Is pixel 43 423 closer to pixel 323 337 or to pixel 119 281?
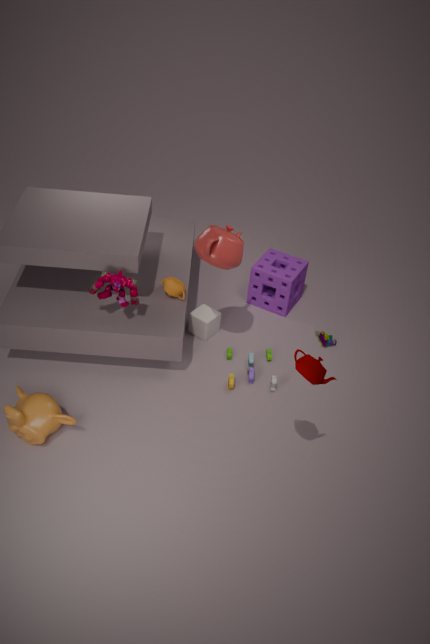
pixel 119 281
